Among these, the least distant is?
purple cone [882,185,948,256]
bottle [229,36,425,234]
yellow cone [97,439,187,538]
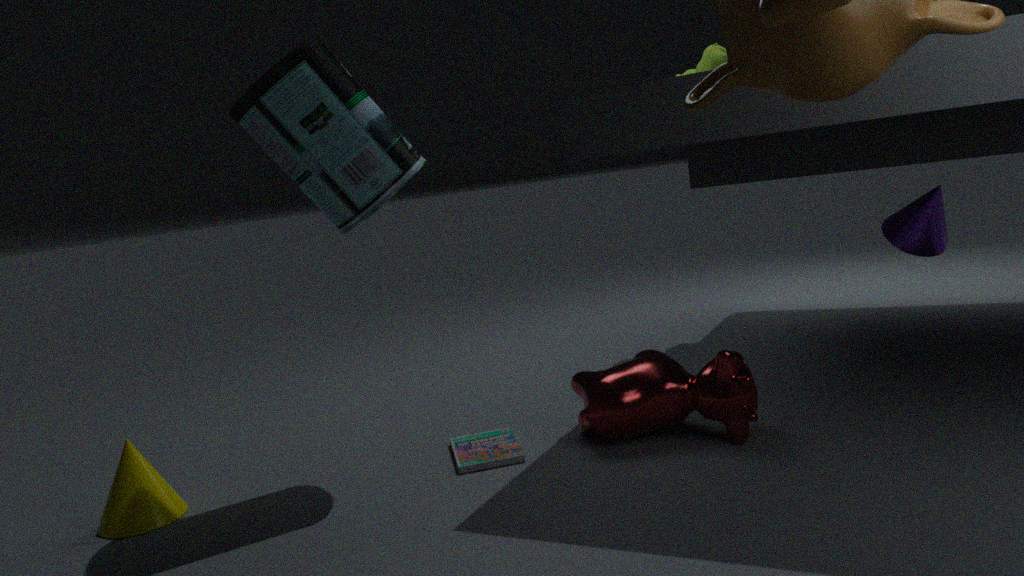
bottle [229,36,425,234]
